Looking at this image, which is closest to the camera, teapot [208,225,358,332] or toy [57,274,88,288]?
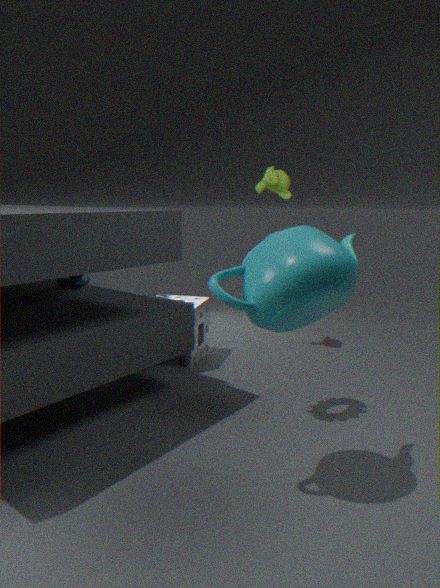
teapot [208,225,358,332]
